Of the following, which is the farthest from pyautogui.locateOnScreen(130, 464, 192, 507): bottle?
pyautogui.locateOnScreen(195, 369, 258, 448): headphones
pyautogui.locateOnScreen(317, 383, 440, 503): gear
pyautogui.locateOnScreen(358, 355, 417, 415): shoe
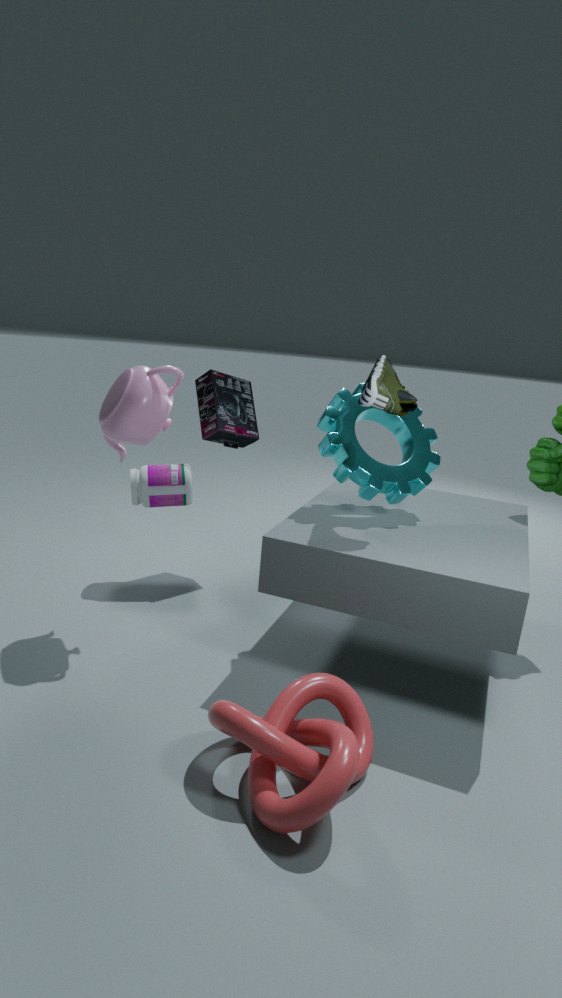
pyautogui.locateOnScreen(358, 355, 417, 415): shoe
